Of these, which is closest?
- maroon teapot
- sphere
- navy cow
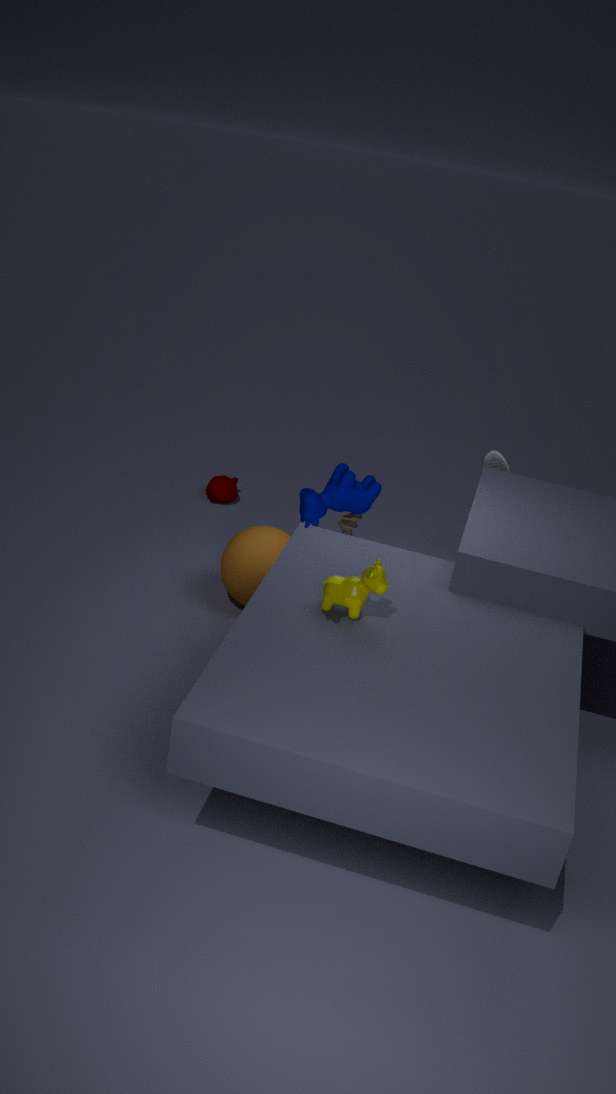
navy cow
